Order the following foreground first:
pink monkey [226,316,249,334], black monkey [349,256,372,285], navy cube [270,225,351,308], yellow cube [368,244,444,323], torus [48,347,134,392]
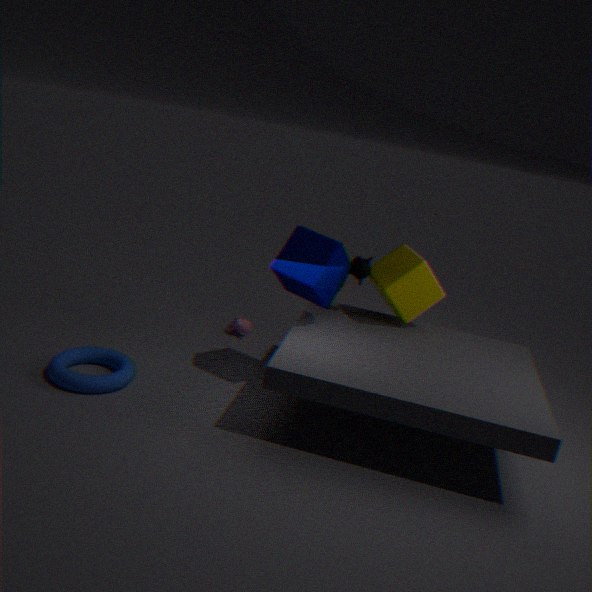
1. torus [48,347,134,392]
2. navy cube [270,225,351,308]
3. yellow cube [368,244,444,323]
4. black monkey [349,256,372,285]
5. pink monkey [226,316,249,334]
